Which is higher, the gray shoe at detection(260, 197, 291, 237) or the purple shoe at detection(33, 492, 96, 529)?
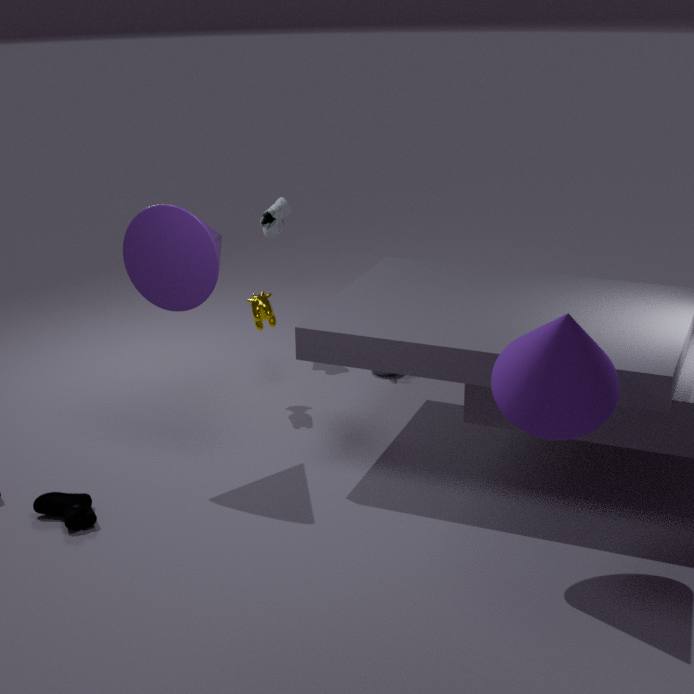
the gray shoe at detection(260, 197, 291, 237)
